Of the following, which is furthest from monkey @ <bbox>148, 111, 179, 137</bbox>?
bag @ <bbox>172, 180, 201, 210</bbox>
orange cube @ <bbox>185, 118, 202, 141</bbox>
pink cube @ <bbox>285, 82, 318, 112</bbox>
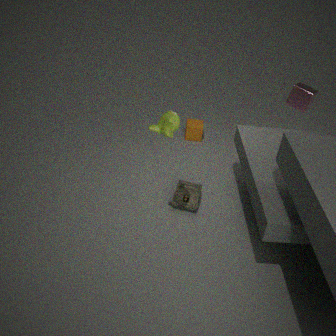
orange cube @ <bbox>185, 118, 202, 141</bbox>
